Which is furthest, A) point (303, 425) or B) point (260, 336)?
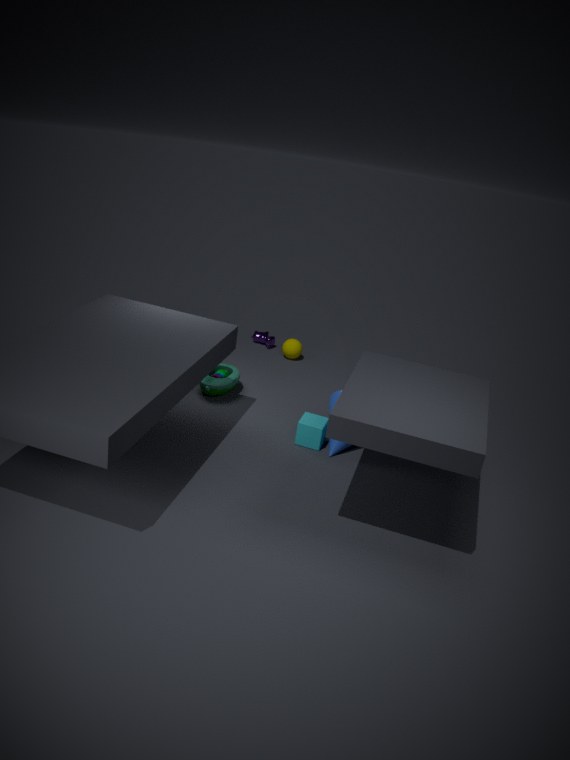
B. point (260, 336)
